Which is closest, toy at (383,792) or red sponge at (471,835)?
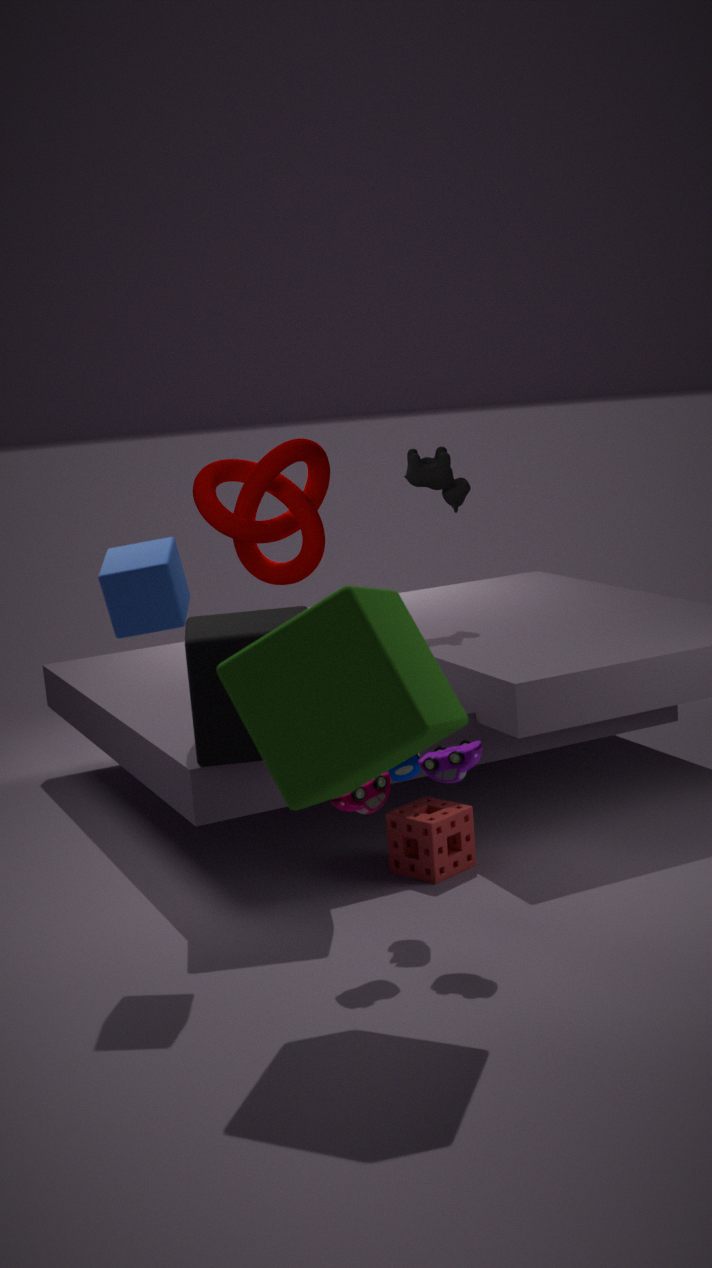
toy at (383,792)
